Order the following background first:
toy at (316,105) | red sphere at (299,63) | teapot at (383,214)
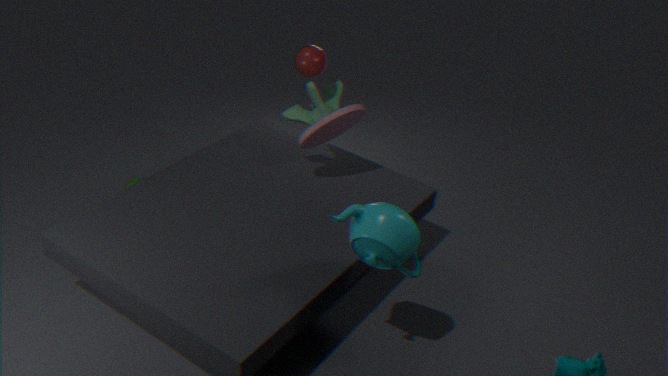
1. toy at (316,105)
2. red sphere at (299,63)
3. teapot at (383,214)
